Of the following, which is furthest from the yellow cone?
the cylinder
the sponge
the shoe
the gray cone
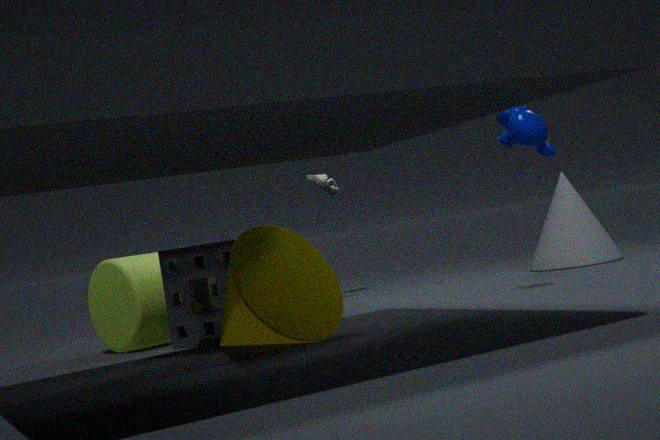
the gray cone
